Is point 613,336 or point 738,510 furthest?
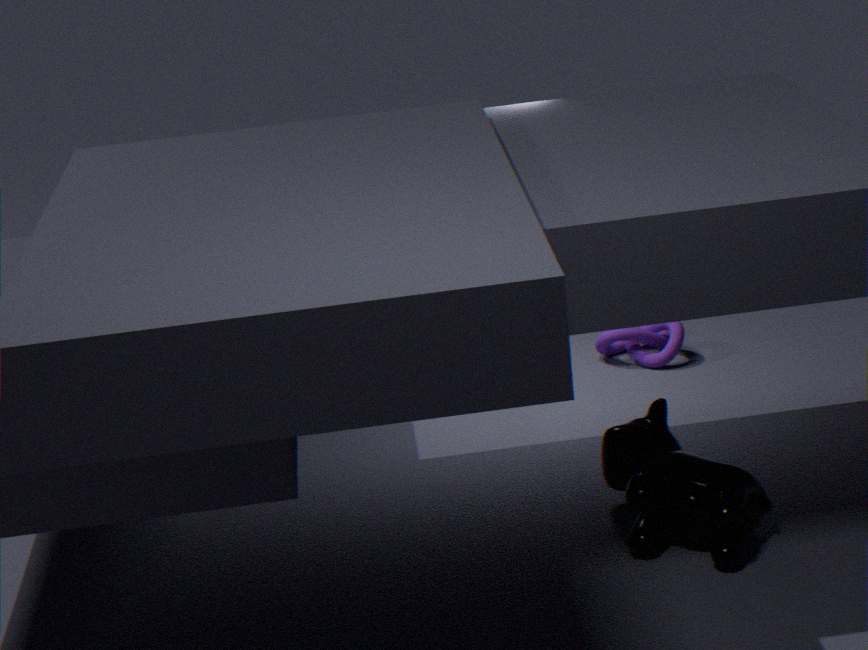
point 613,336
